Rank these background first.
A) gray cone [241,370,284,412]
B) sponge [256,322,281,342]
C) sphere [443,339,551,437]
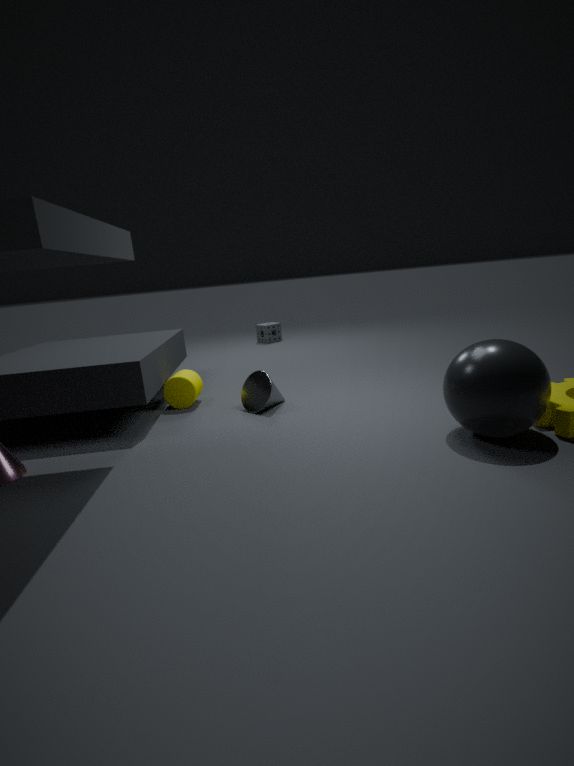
sponge [256,322,281,342] → gray cone [241,370,284,412] → sphere [443,339,551,437]
